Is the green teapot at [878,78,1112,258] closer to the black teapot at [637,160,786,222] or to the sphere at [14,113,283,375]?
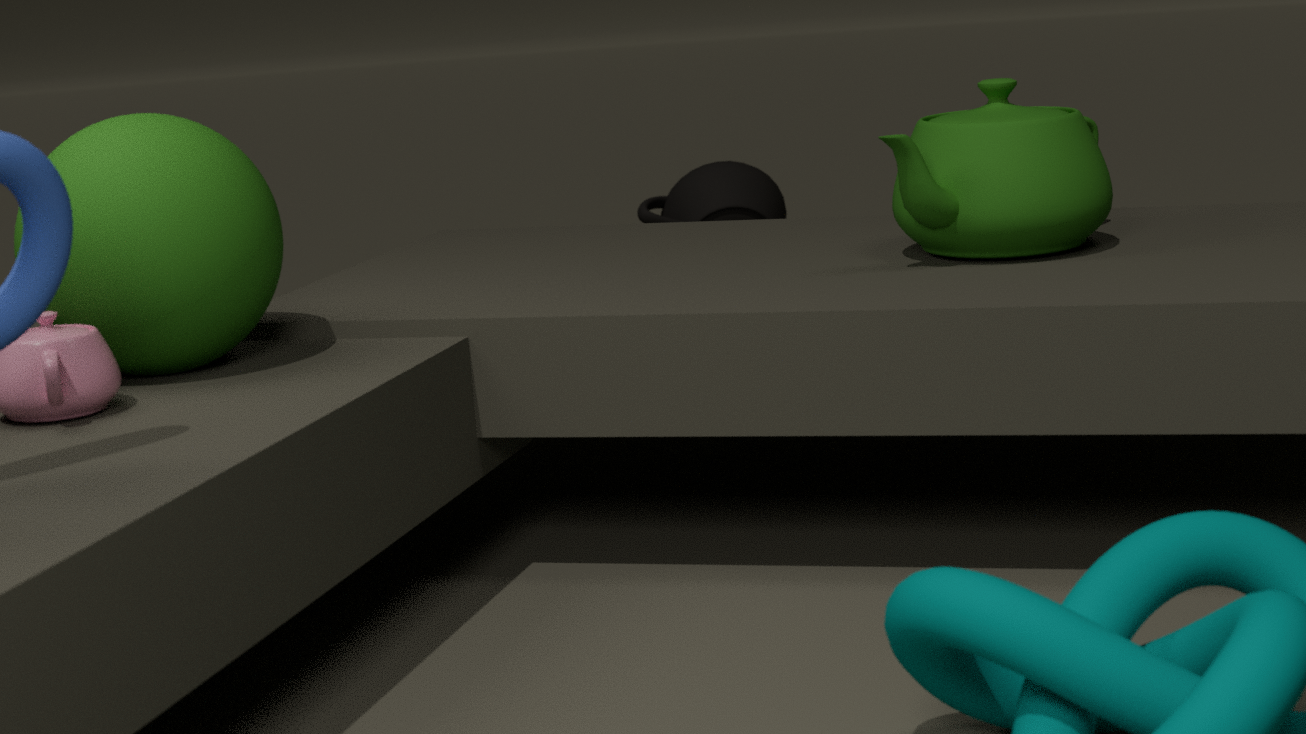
the sphere at [14,113,283,375]
